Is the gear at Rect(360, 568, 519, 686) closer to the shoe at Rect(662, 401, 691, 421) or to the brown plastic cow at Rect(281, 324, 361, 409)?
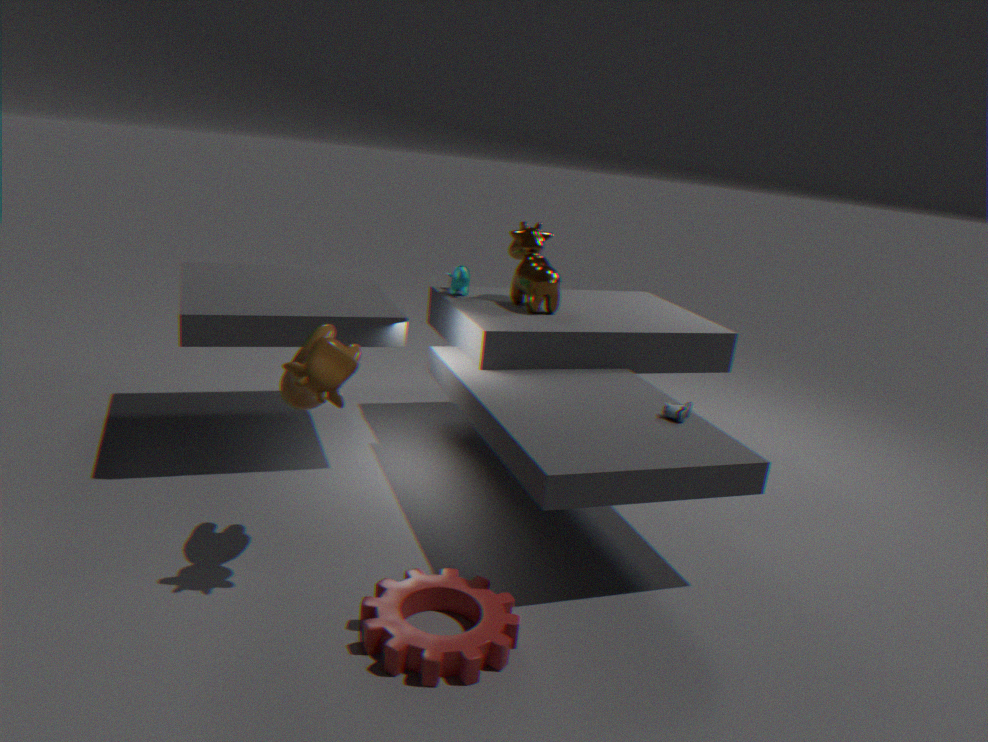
the brown plastic cow at Rect(281, 324, 361, 409)
